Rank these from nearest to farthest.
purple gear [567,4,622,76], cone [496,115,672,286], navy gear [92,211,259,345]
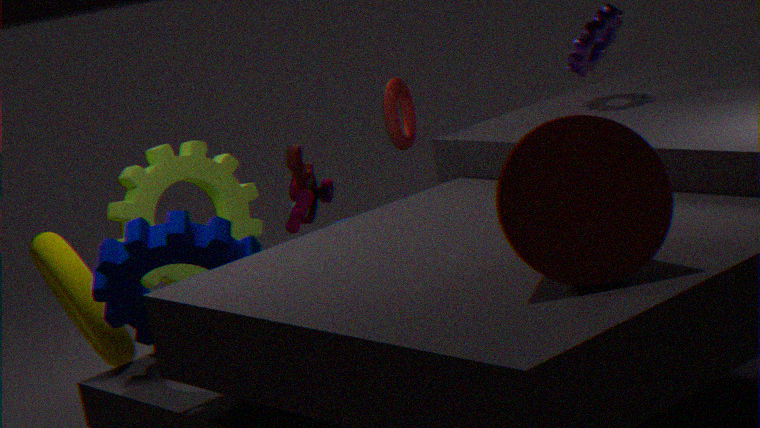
cone [496,115,672,286] → navy gear [92,211,259,345] → purple gear [567,4,622,76]
